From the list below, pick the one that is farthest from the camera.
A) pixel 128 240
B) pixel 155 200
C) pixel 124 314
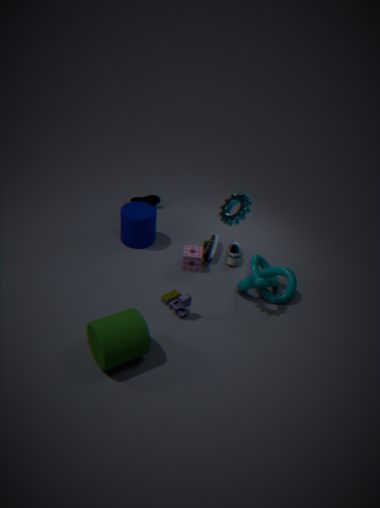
pixel 155 200
